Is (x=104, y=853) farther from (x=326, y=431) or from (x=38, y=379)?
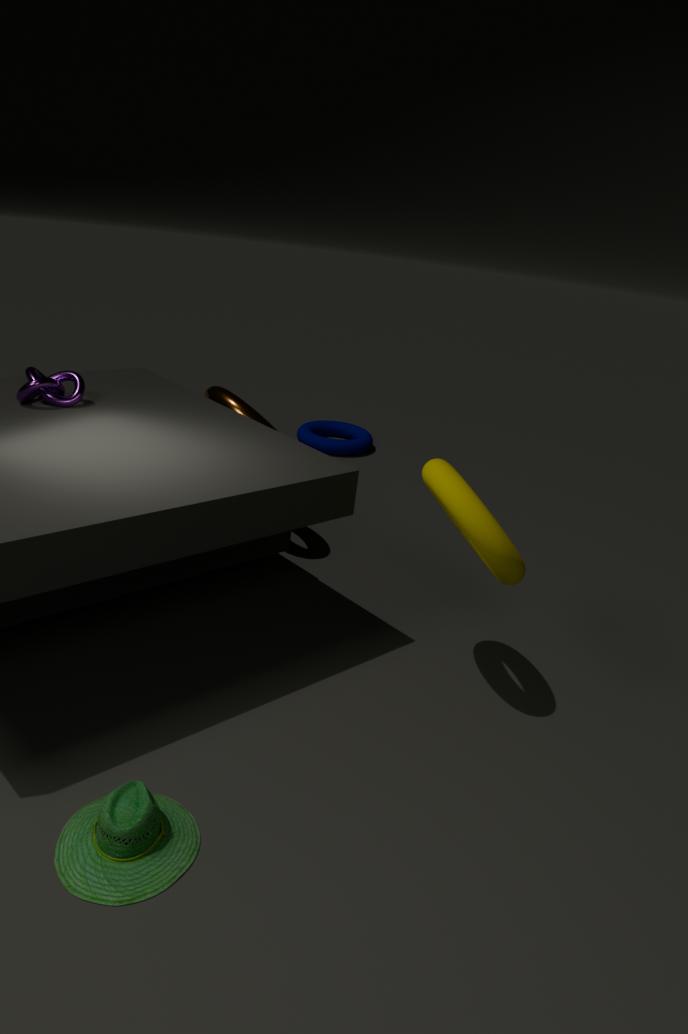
(x=326, y=431)
